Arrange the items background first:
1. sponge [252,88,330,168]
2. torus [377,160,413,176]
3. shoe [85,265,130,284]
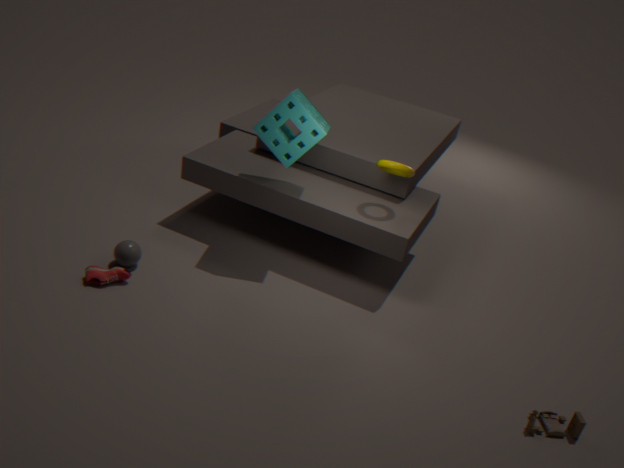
torus [377,160,413,176] → sponge [252,88,330,168] → shoe [85,265,130,284]
